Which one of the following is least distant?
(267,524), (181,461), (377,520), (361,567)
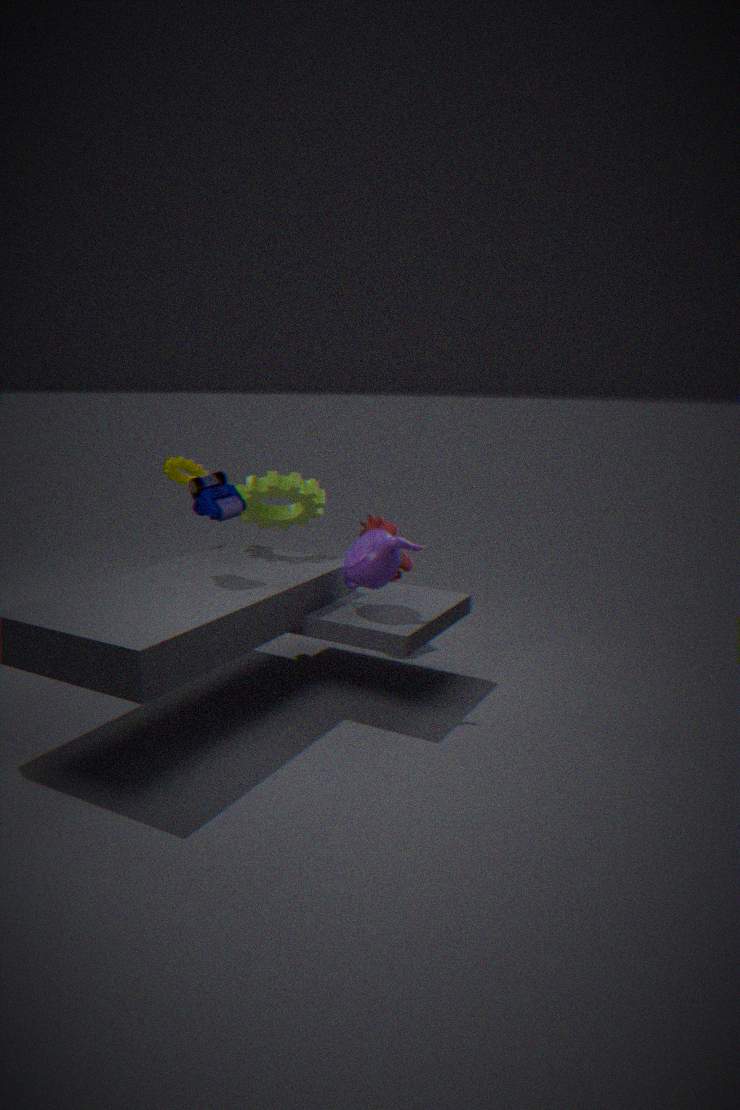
(361,567)
